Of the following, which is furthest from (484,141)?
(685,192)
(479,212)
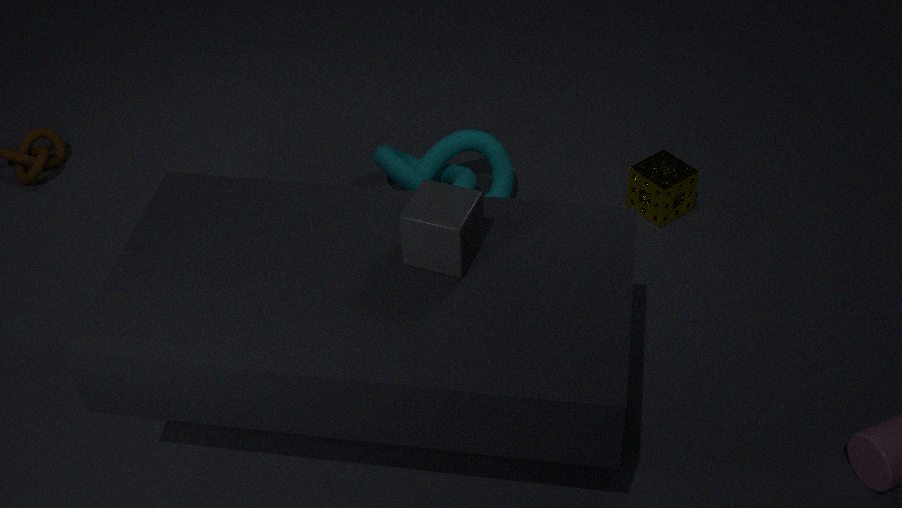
(479,212)
